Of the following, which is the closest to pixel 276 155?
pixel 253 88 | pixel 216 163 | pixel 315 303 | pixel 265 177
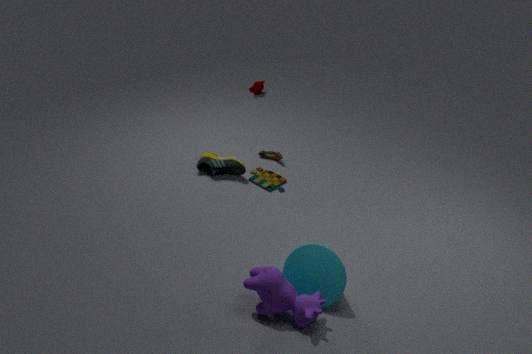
pixel 265 177
